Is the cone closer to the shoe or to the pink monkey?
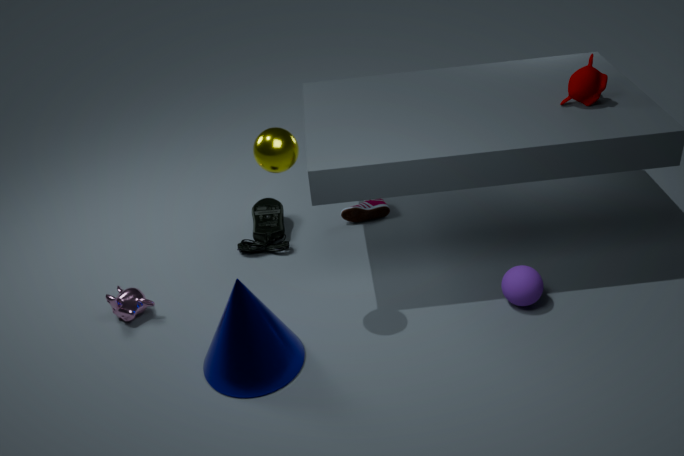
the pink monkey
